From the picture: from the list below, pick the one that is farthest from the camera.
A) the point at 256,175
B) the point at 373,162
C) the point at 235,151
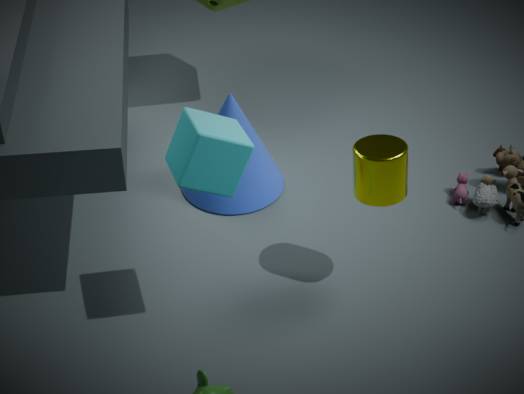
the point at 256,175
